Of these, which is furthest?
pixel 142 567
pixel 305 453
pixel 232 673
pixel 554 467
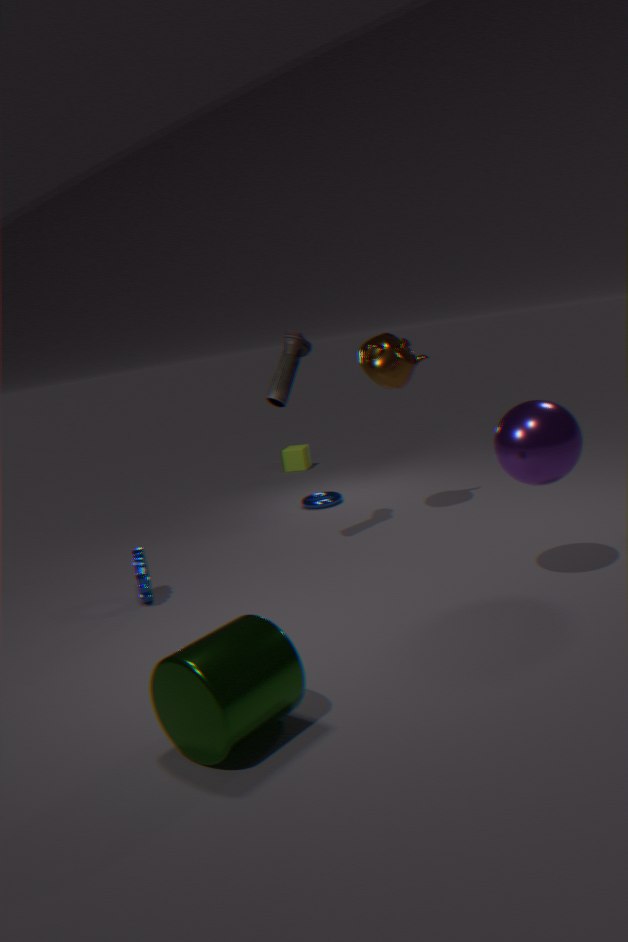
pixel 305 453
